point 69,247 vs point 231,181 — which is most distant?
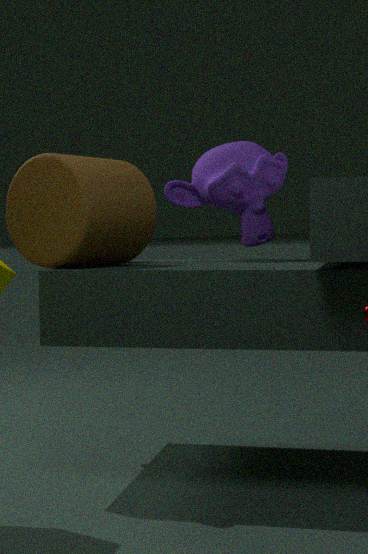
point 231,181
